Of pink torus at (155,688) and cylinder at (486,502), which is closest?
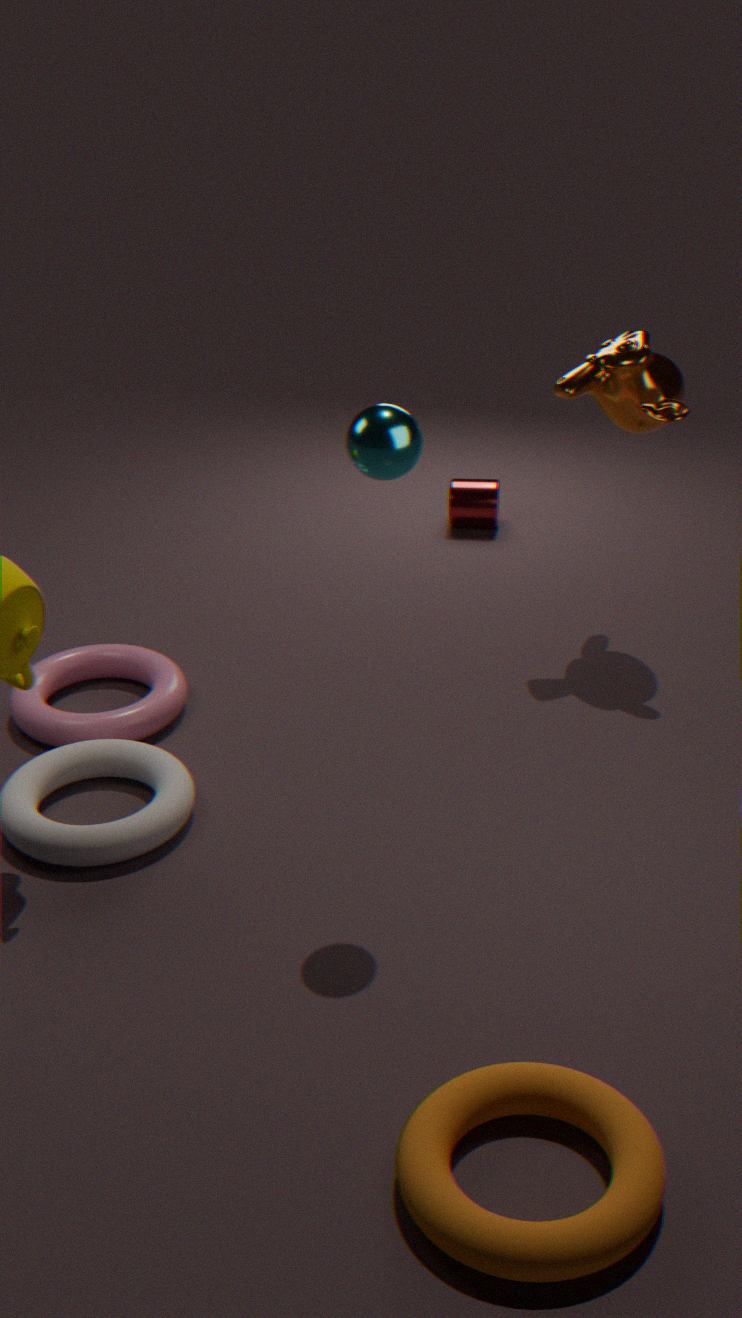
pink torus at (155,688)
